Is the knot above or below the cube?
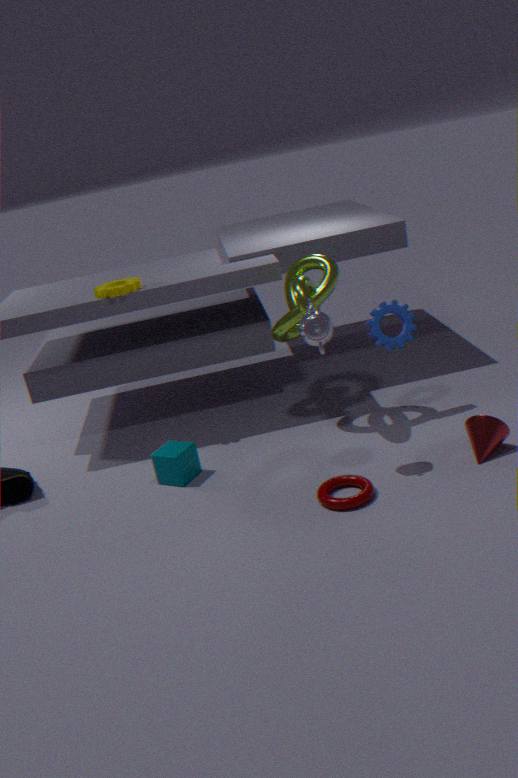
above
